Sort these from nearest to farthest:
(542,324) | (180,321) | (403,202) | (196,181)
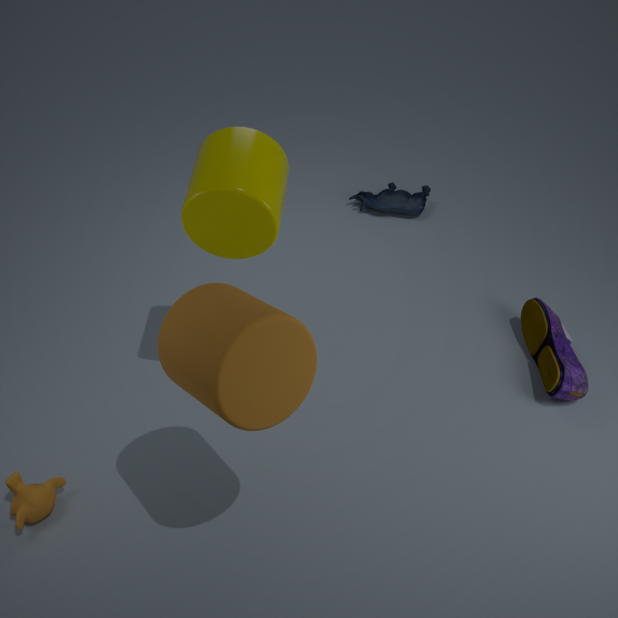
1. (180,321)
2. (196,181)
3. (542,324)
4. (403,202)
